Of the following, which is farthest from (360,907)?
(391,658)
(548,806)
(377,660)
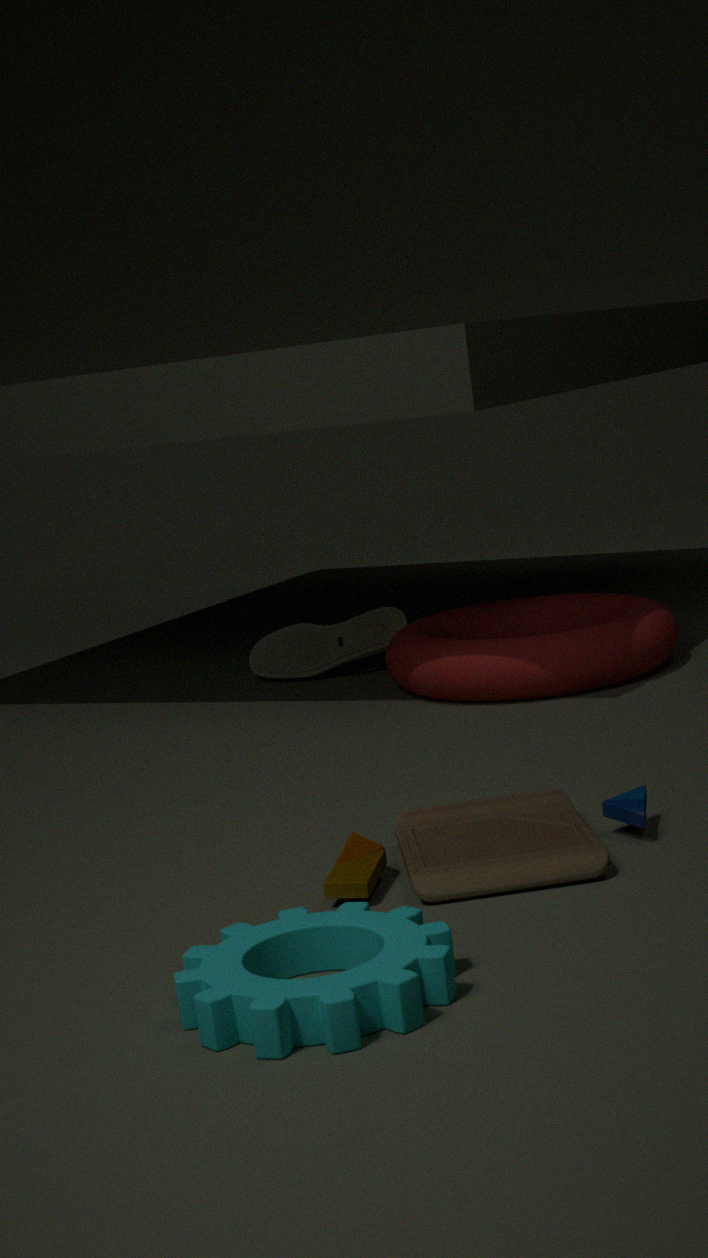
(377,660)
